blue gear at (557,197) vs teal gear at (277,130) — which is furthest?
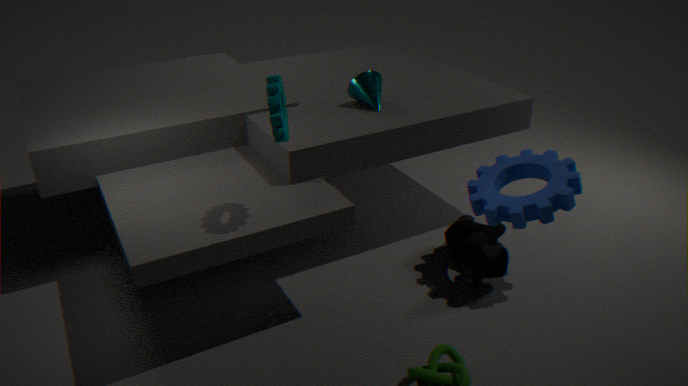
blue gear at (557,197)
